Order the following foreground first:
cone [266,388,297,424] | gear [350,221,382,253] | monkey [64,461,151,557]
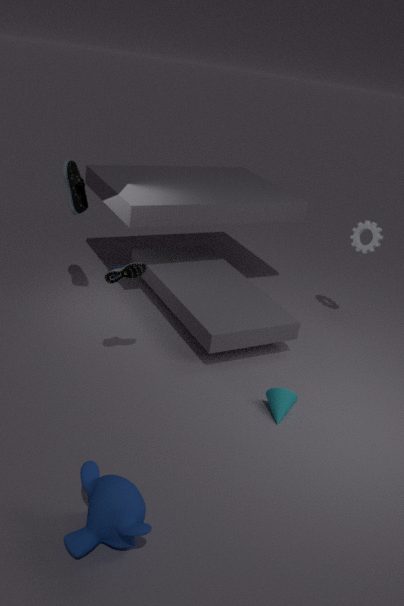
monkey [64,461,151,557], cone [266,388,297,424], gear [350,221,382,253]
